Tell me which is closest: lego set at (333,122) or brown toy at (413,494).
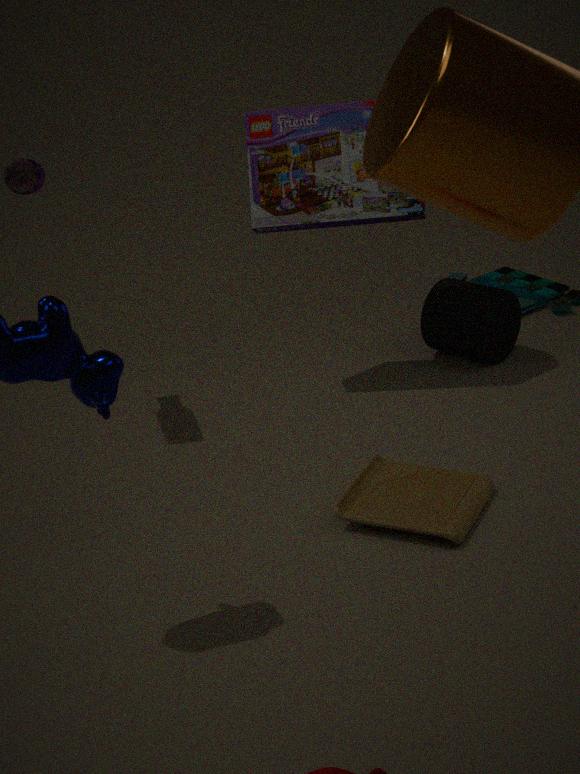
brown toy at (413,494)
